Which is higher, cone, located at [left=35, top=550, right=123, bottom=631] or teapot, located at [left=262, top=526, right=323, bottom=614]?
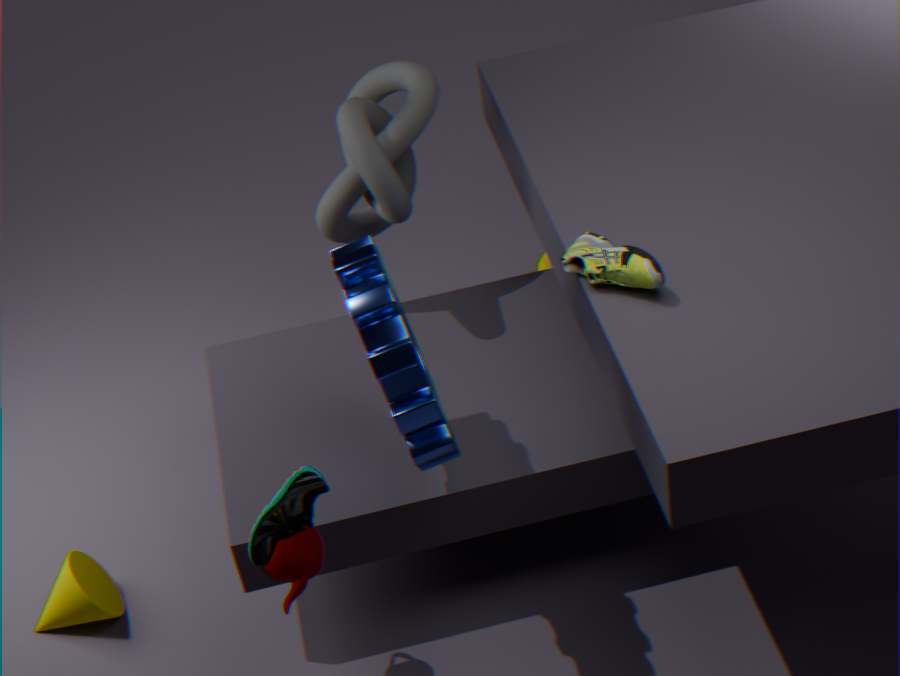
teapot, located at [left=262, top=526, right=323, bottom=614]
